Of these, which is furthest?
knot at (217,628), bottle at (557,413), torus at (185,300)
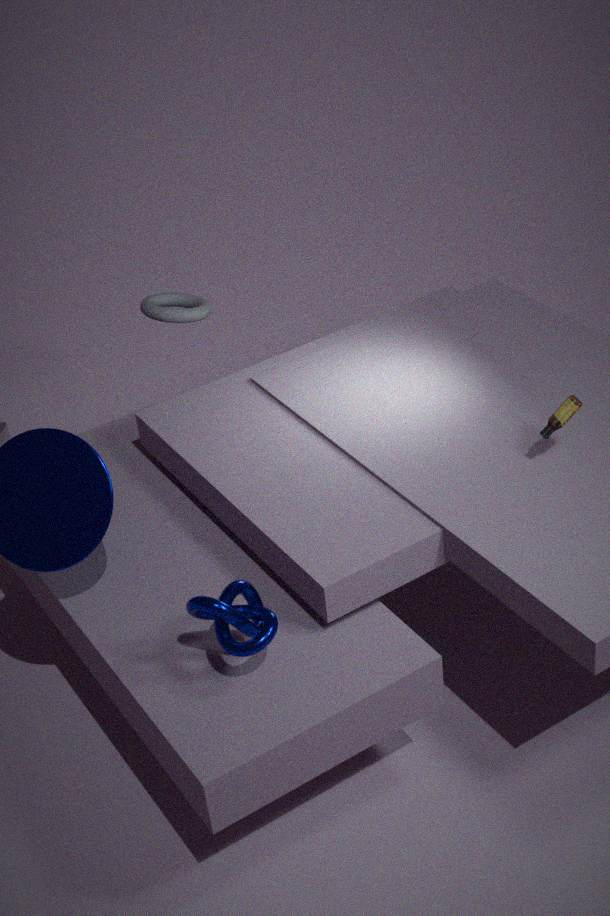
torus at (185,300)
